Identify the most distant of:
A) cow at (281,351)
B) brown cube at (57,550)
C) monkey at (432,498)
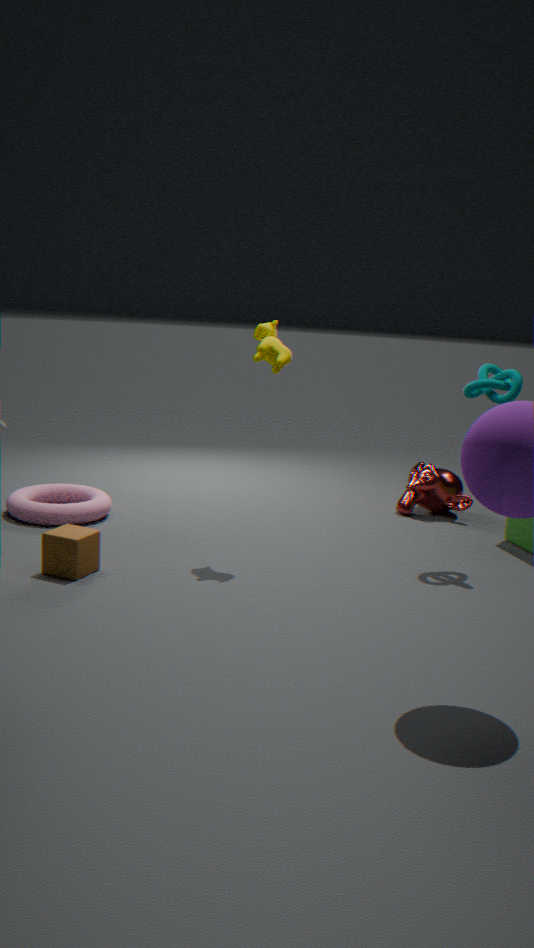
monkey at (432,498)
